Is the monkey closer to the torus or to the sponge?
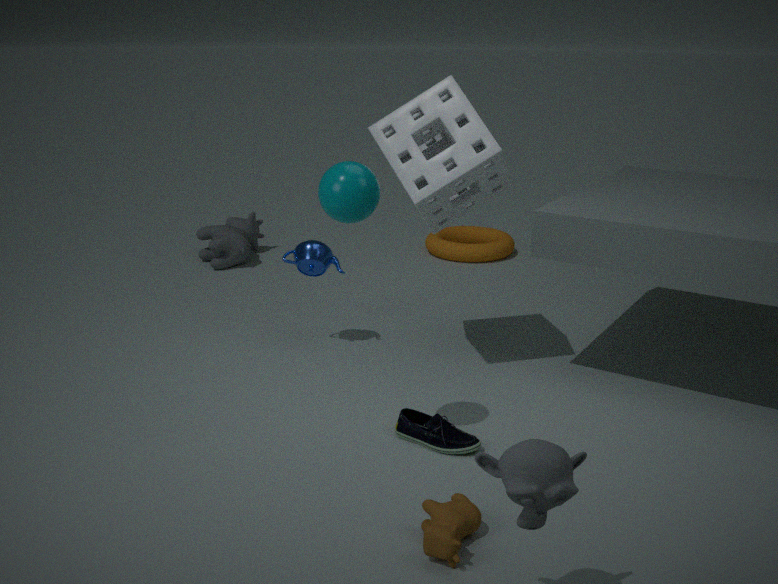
the sponge
